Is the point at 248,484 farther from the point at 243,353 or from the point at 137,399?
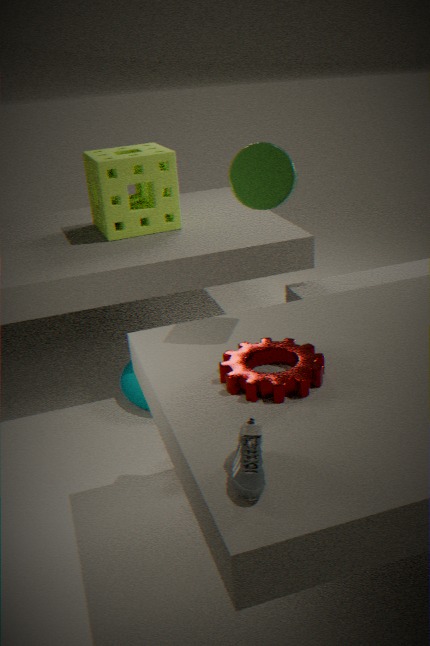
the point at 137,399
